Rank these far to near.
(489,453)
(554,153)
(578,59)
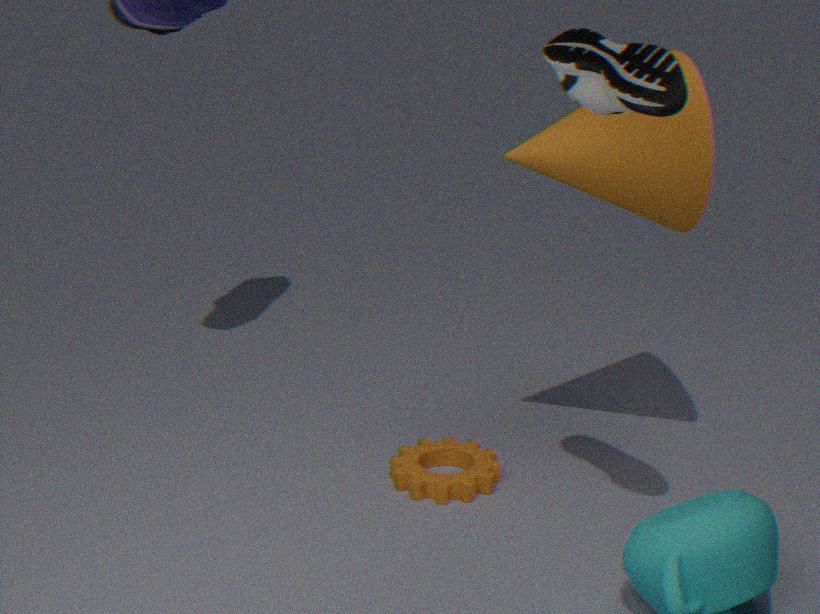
1. (489,453)
2. (554,153)
3. (578,59)
